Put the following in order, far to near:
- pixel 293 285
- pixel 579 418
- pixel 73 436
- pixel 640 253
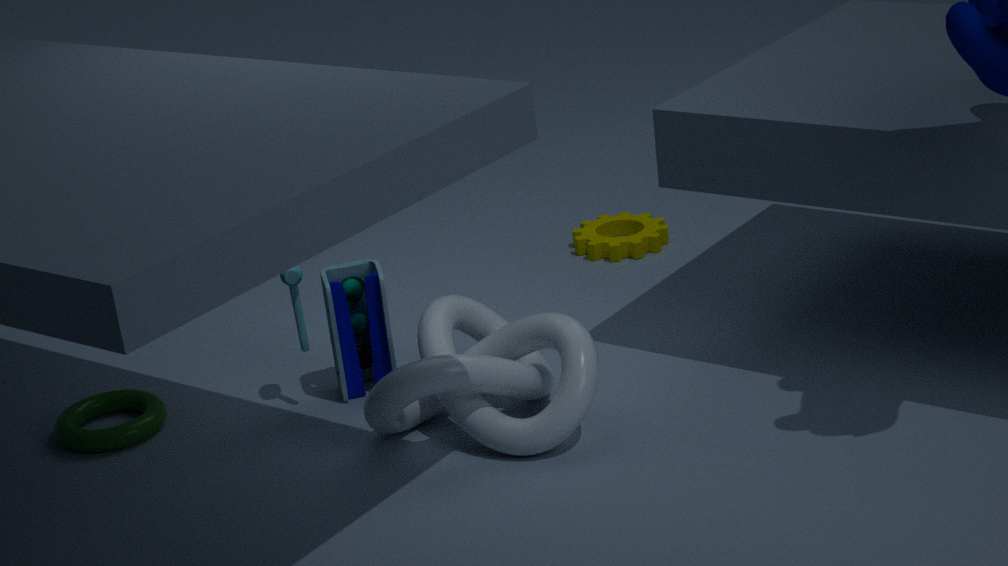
pixel 640 253 → pixel 73 436 → pixel 293 285 → pixel 579 418
